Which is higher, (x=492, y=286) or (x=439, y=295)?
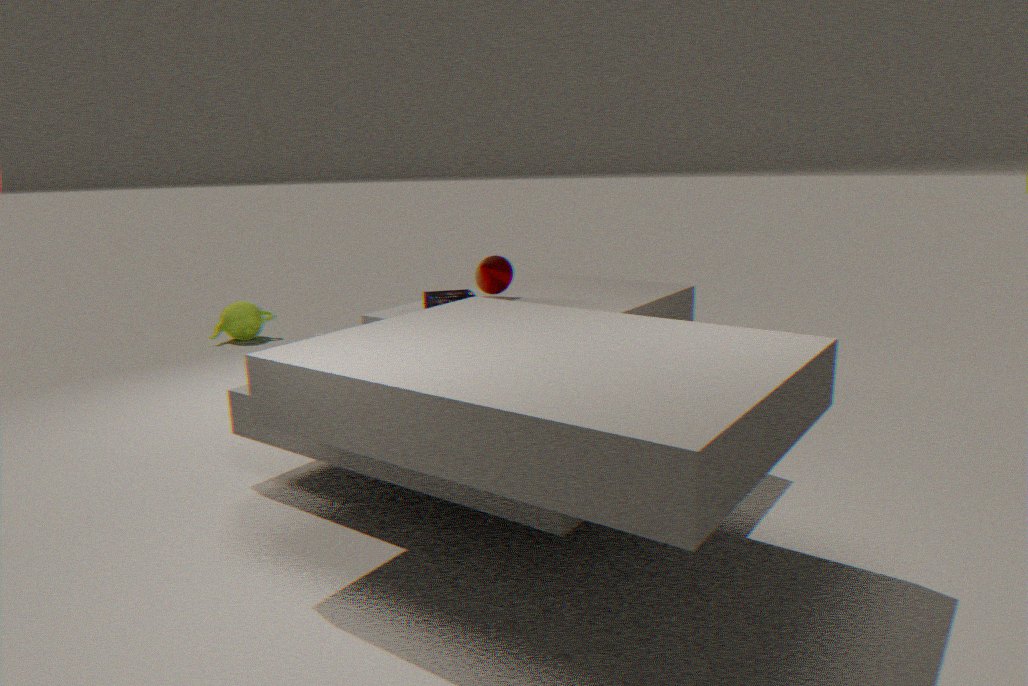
Result: (x=492, y=286)
